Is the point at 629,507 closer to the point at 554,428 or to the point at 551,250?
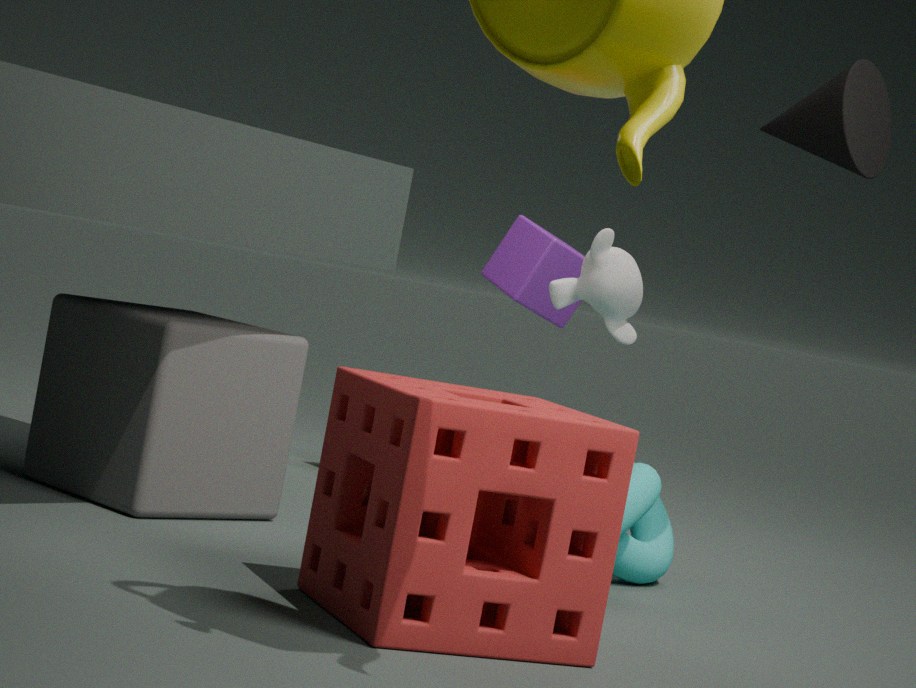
the point at 554,428
